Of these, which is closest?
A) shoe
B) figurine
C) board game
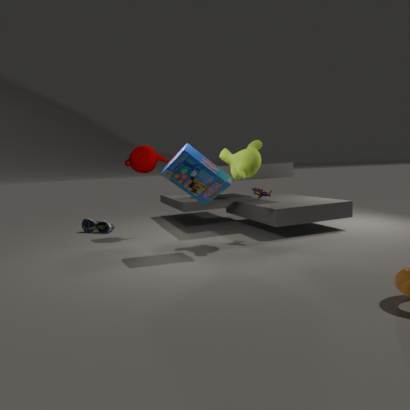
C. board game
